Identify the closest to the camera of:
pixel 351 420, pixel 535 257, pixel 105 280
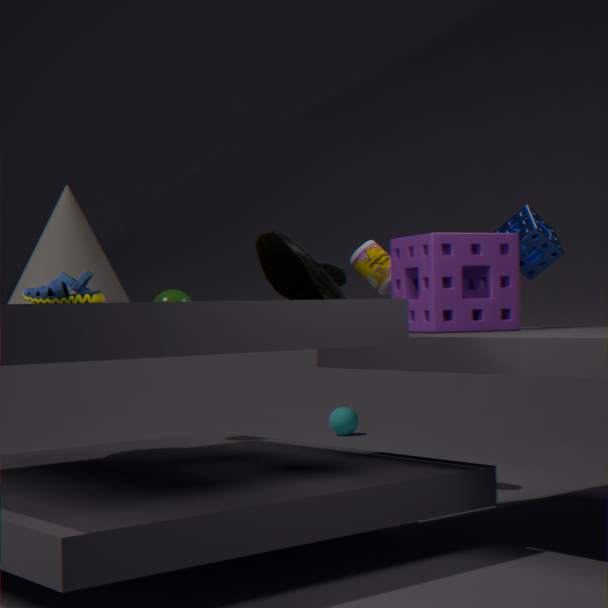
pixel 105 280
